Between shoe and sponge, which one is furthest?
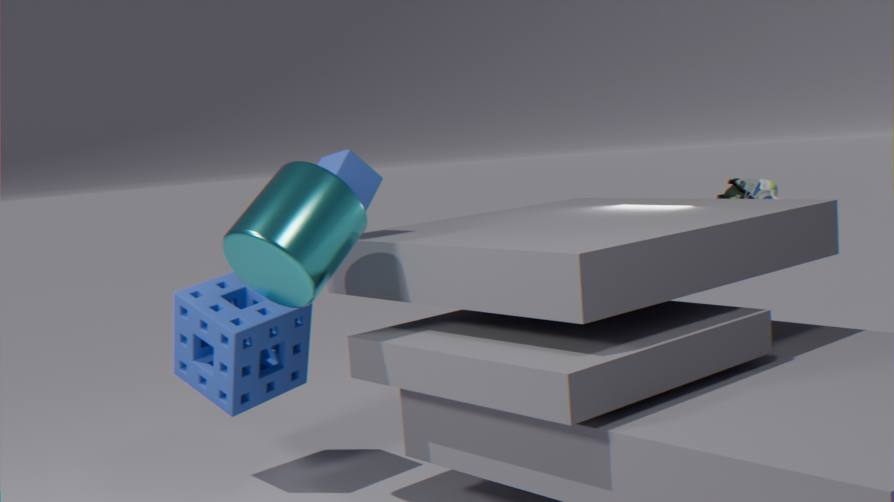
shoe
